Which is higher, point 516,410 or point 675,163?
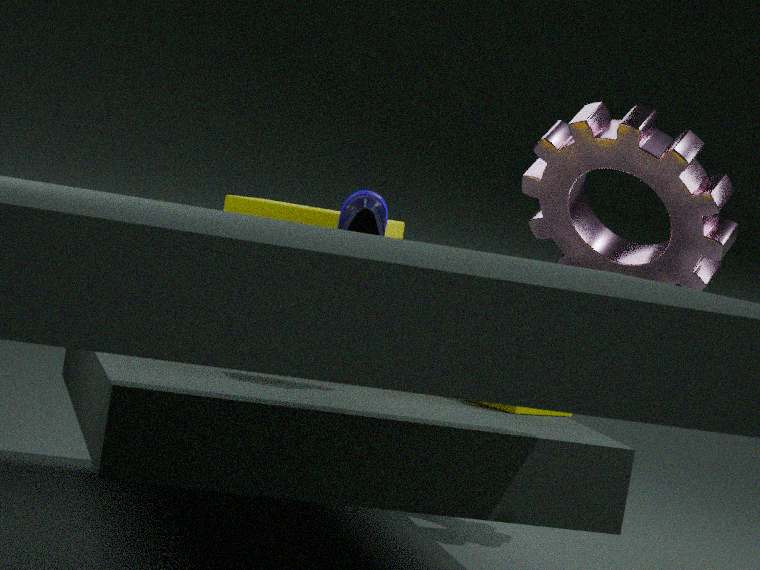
point 675,163
